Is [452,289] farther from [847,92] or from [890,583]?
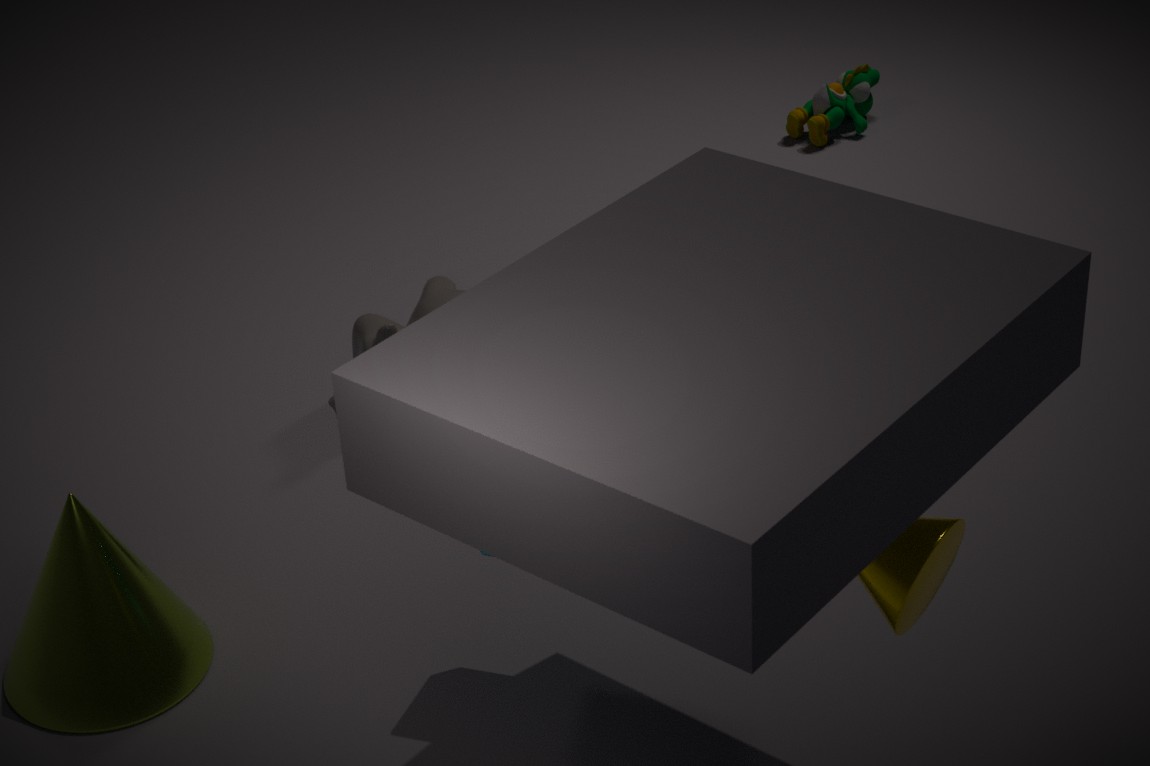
[890,583]
